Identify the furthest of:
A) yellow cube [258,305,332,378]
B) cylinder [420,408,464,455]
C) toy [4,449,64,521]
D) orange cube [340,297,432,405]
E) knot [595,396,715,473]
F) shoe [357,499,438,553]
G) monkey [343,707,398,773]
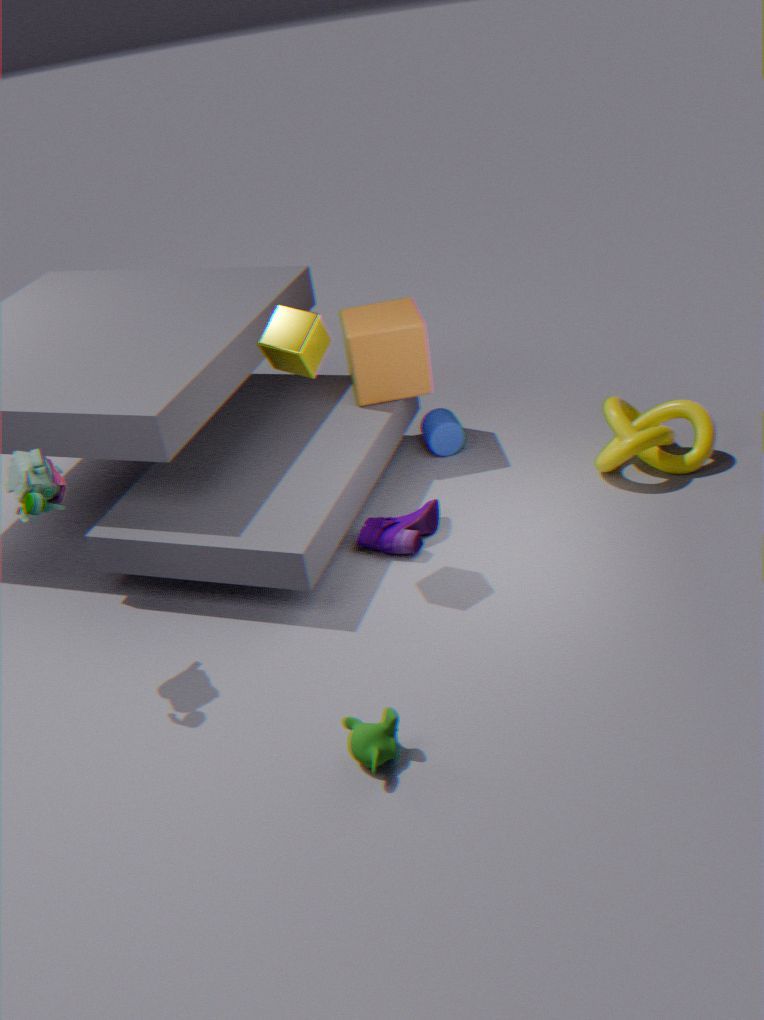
cylinder [420,408,464,455]
